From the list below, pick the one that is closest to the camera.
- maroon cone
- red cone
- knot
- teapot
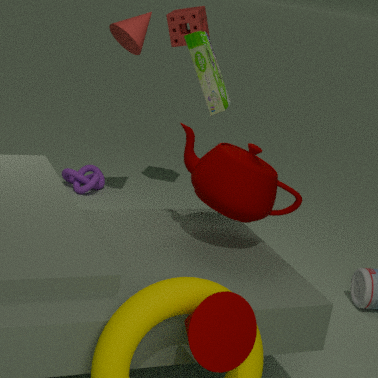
maroon cone
